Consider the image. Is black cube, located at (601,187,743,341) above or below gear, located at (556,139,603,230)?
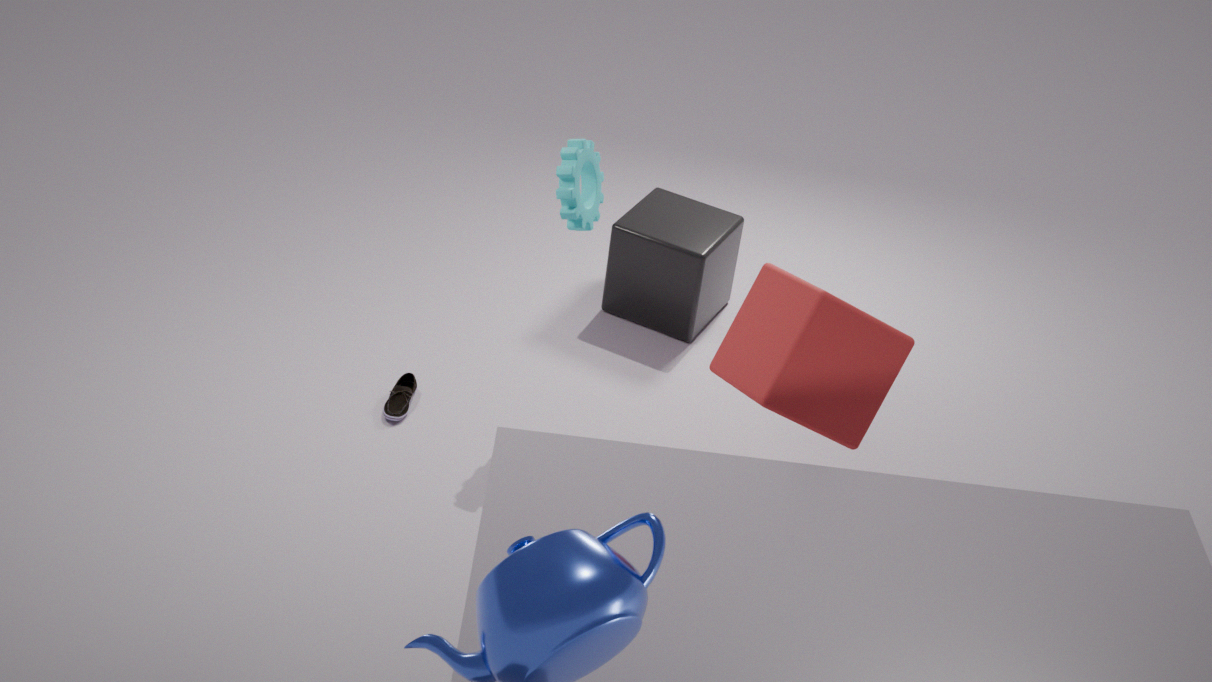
below
